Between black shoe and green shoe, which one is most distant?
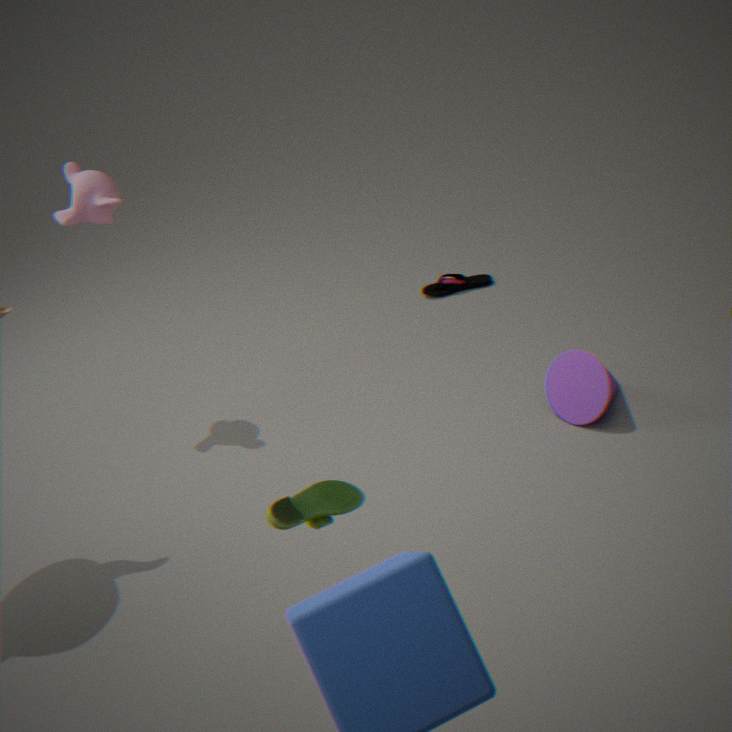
black shoe
